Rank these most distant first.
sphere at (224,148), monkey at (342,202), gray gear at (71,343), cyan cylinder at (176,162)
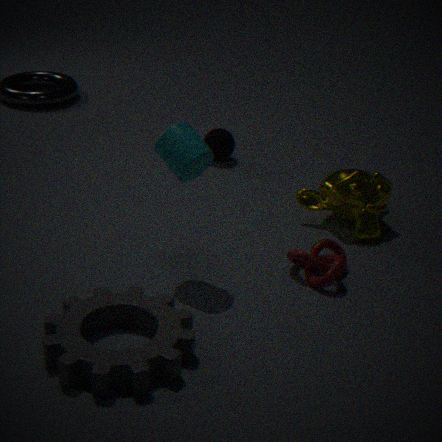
sphere at (224,148)
monkey at (342,202)
cyan cylinder at (176,162)
gray gear at (71,343)
